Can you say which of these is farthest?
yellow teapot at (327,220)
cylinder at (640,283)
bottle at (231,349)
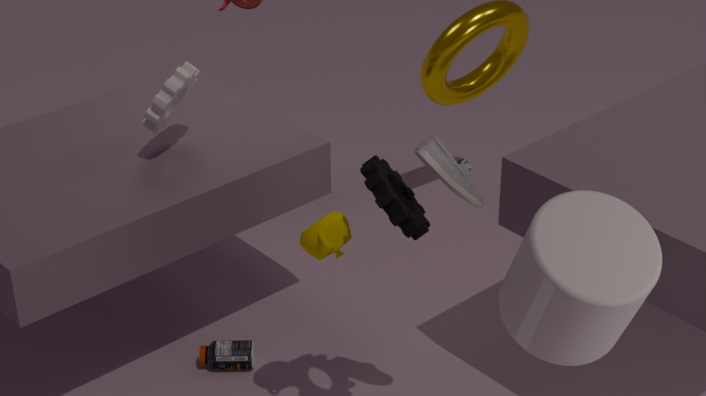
bottle at (231,349)
